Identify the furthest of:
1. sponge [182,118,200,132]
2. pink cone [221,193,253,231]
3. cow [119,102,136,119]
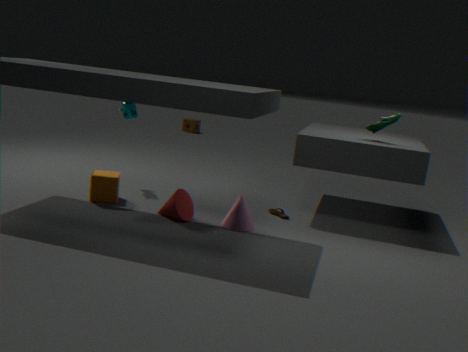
sponge [182,118,200,132]
